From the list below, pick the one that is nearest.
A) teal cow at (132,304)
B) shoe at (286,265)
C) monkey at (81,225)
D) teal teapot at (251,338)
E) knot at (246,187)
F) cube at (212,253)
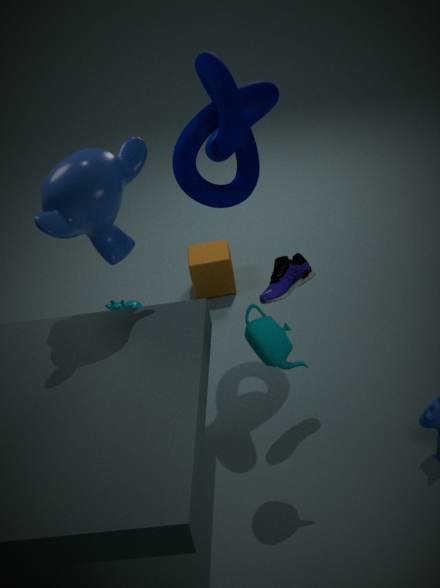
teal teapot at (251,338)
